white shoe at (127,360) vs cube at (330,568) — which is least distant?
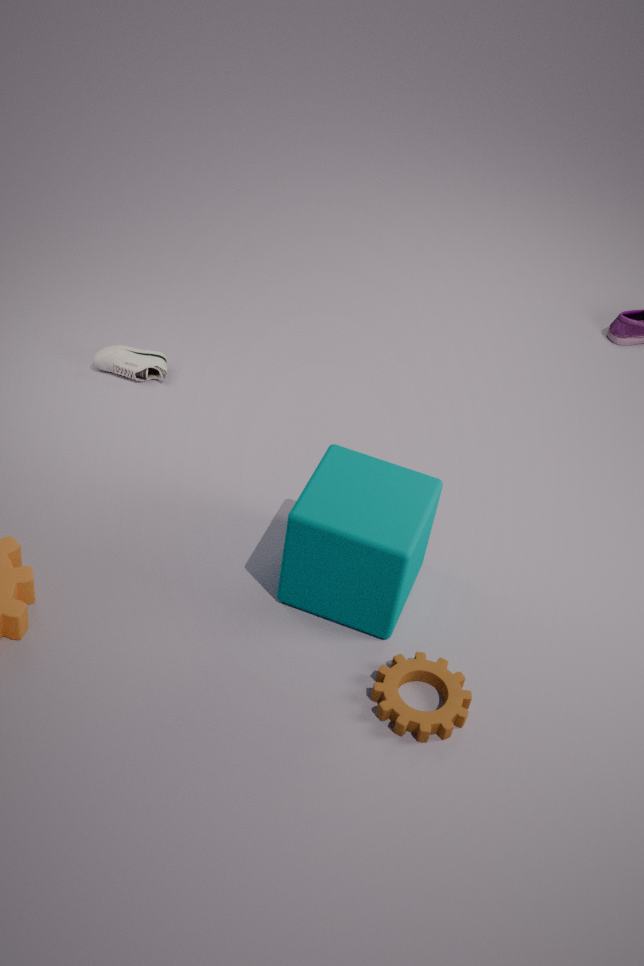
cube at (330,568)
